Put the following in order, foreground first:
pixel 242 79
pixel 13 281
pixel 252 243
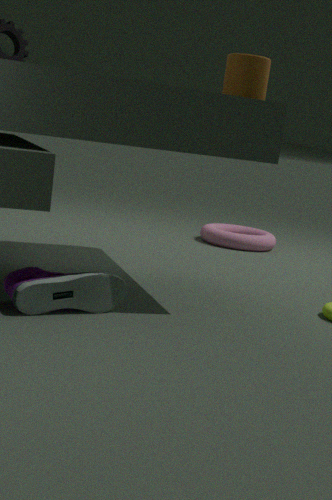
pixel 13 281 < pixel 242 79 < pixel 252 243
